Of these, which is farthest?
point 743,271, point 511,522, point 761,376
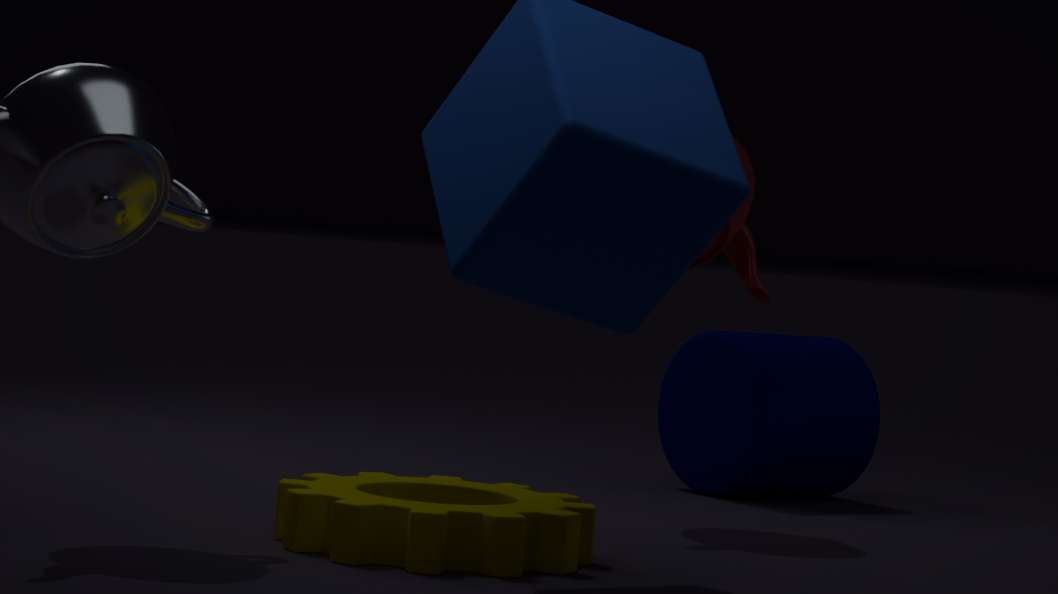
point 761,376
